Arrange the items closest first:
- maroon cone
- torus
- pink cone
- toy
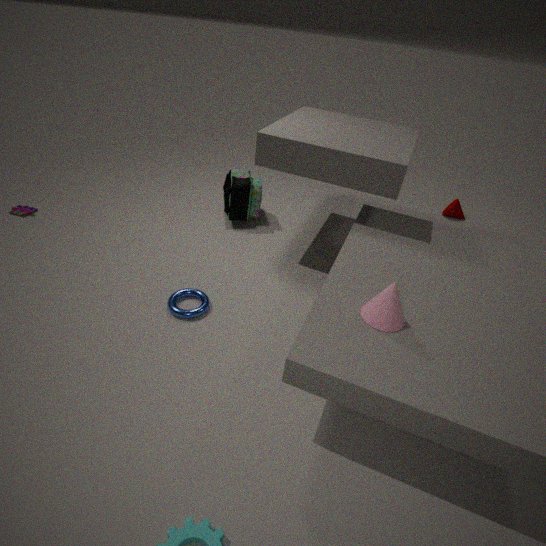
pink cone
torus
toy
maroon cone
